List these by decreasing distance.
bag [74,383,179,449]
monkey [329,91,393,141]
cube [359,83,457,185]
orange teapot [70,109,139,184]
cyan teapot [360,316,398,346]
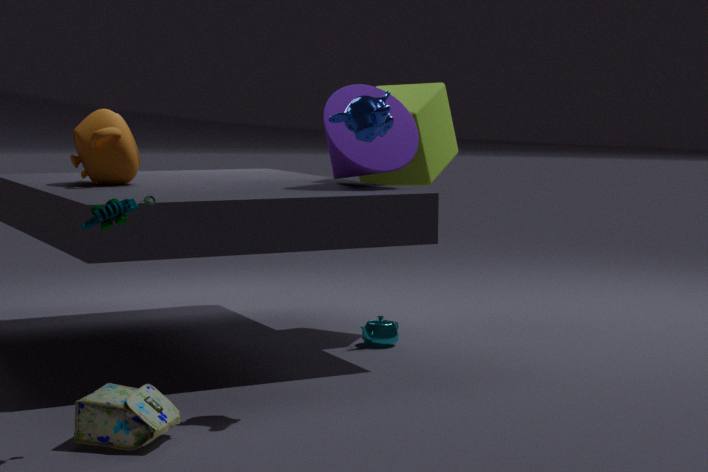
cyan teapot [360,316,398,346]
cube [359,83,457,185]
orange teapot [70,109,139,184]
monkey [329,91,393,141]
bag [74,383,179,449]
